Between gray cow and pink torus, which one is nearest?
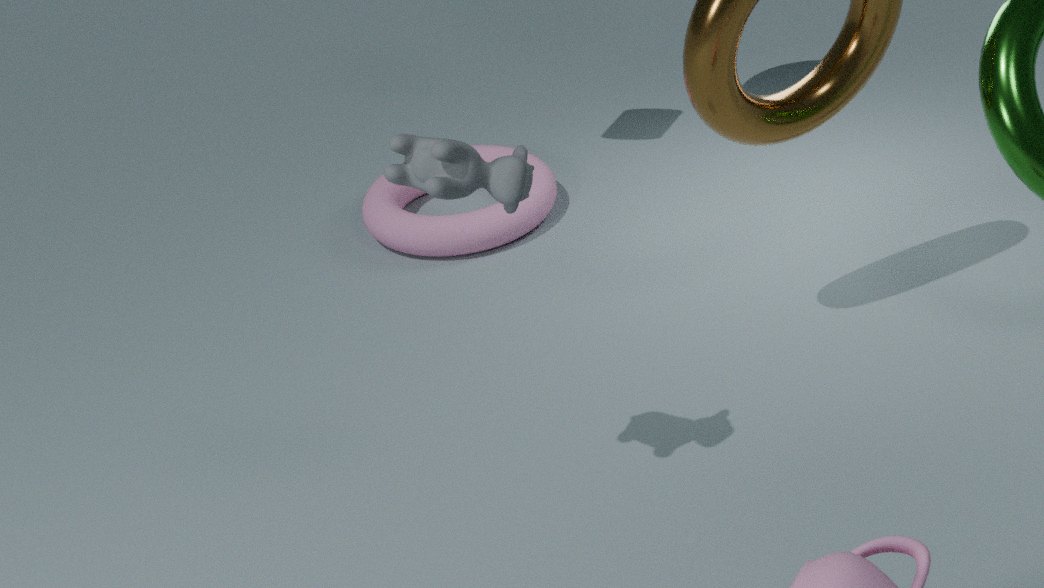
gray cow
